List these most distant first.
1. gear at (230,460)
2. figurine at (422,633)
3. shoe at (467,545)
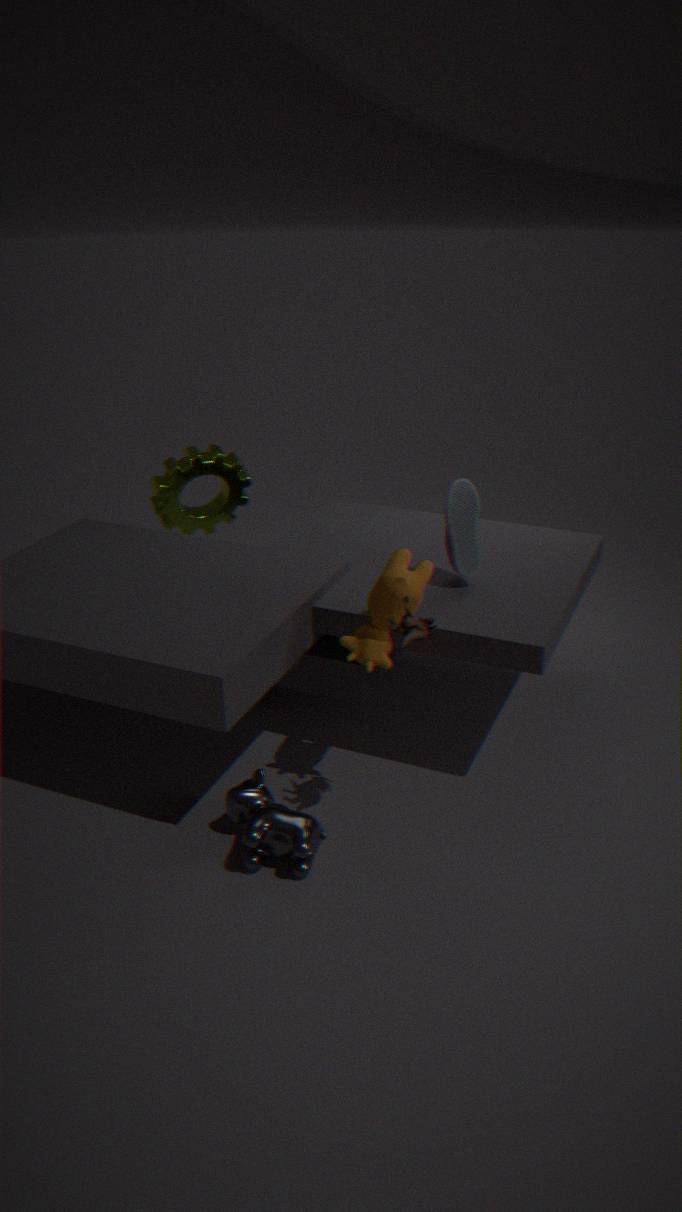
1. gear at (230,460)
2. shoe at (467,545)
3. figurine at (422,633)
